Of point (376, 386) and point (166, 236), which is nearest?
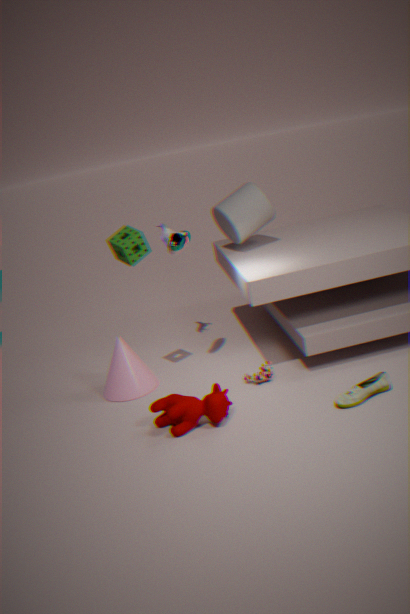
point (376, 386)
